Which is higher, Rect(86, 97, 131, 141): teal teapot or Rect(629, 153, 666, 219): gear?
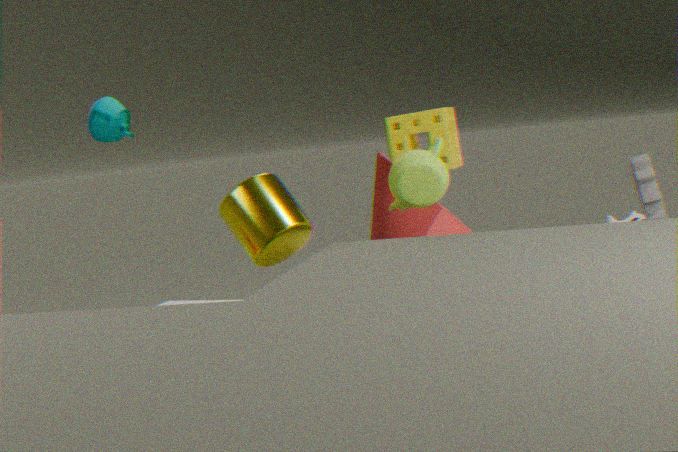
Rect(86, 97, 131, 141): teal teapot
